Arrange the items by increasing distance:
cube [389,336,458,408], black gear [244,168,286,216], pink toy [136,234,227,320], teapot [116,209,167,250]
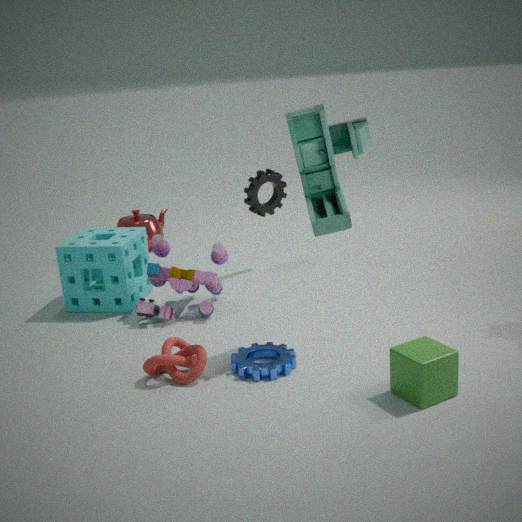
1. cube [389,336,458,408]
2. pink toy [136,234,227,320]
3. black gear [244,168,286,216]
4. teapot [116,209,167,250]
